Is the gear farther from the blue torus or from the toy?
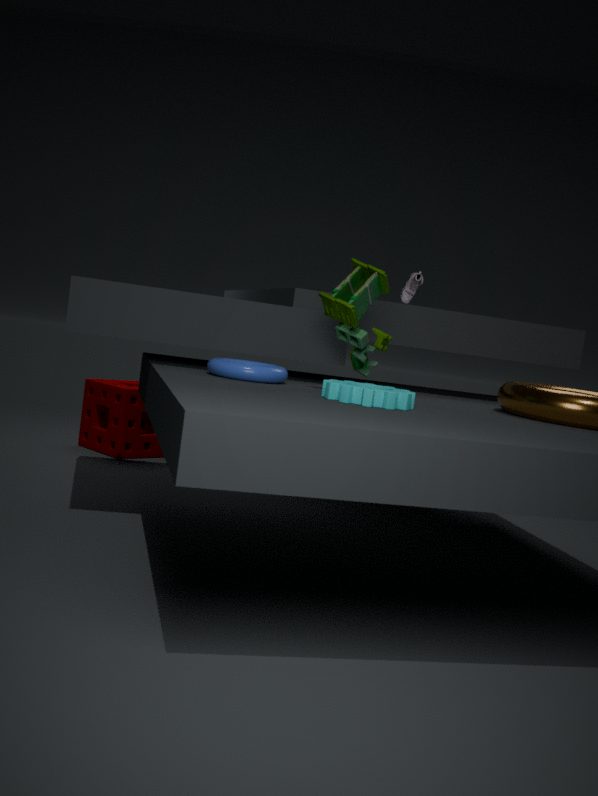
the blue torus
